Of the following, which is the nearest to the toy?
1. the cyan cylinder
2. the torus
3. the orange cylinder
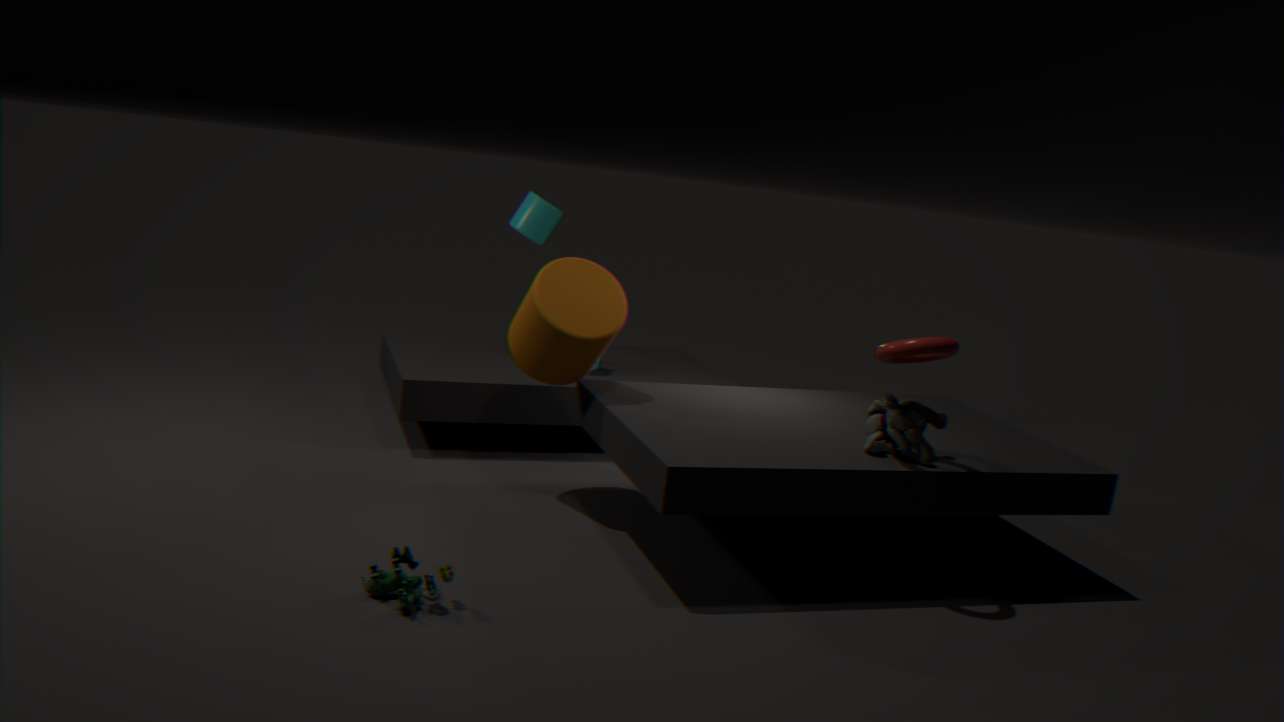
the orange cylinder
